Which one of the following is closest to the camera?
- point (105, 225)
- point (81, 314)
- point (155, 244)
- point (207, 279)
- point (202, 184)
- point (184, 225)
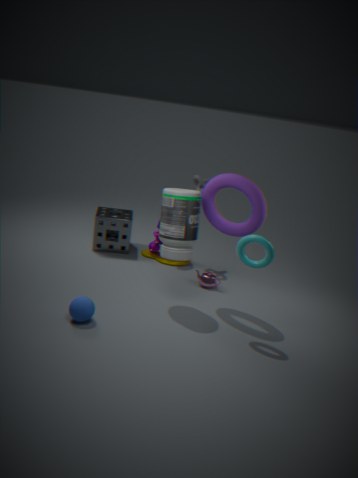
point (81, 314)
